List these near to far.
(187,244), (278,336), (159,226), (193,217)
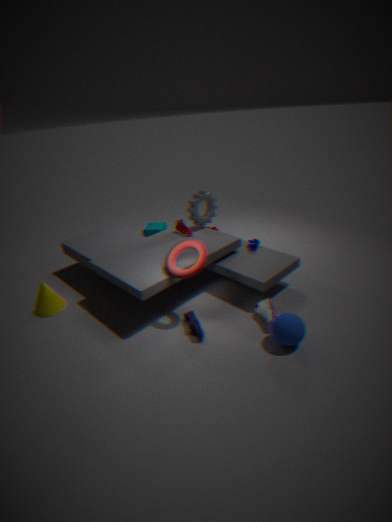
(278,336) < (187,244) < (193,217) < (159,226)
